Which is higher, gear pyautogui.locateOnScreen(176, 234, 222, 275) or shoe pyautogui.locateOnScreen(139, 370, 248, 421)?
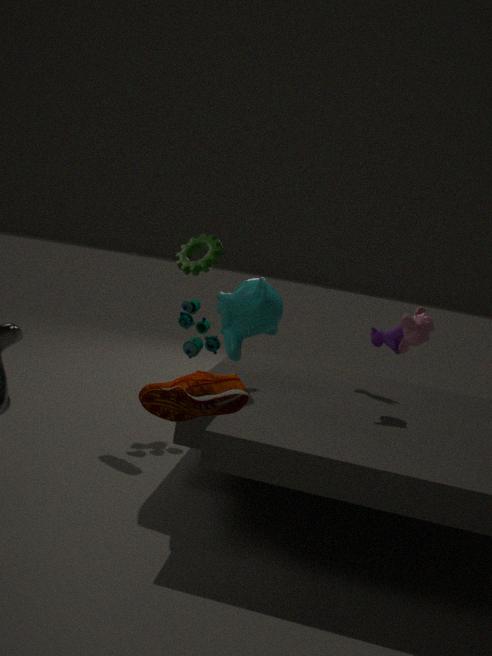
gear pyautogui.locateOnScreen(176, 234, 222, 275)
